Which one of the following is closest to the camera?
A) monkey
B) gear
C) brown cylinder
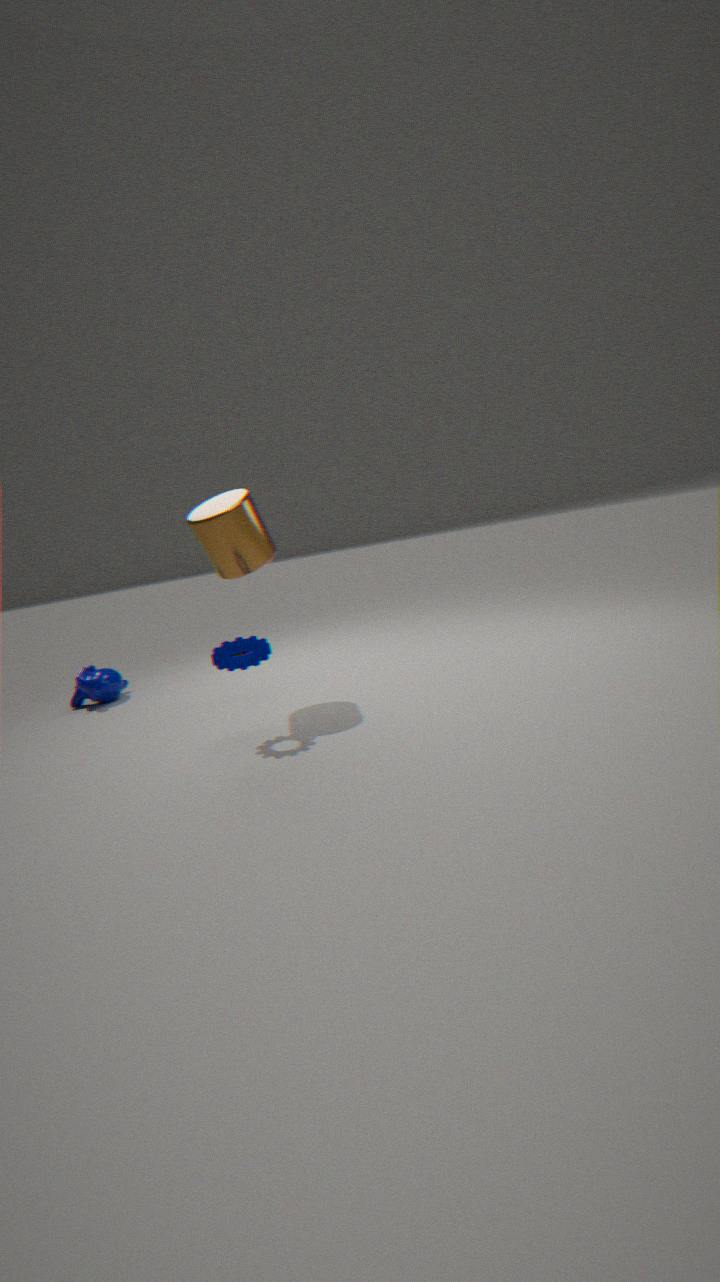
gear
